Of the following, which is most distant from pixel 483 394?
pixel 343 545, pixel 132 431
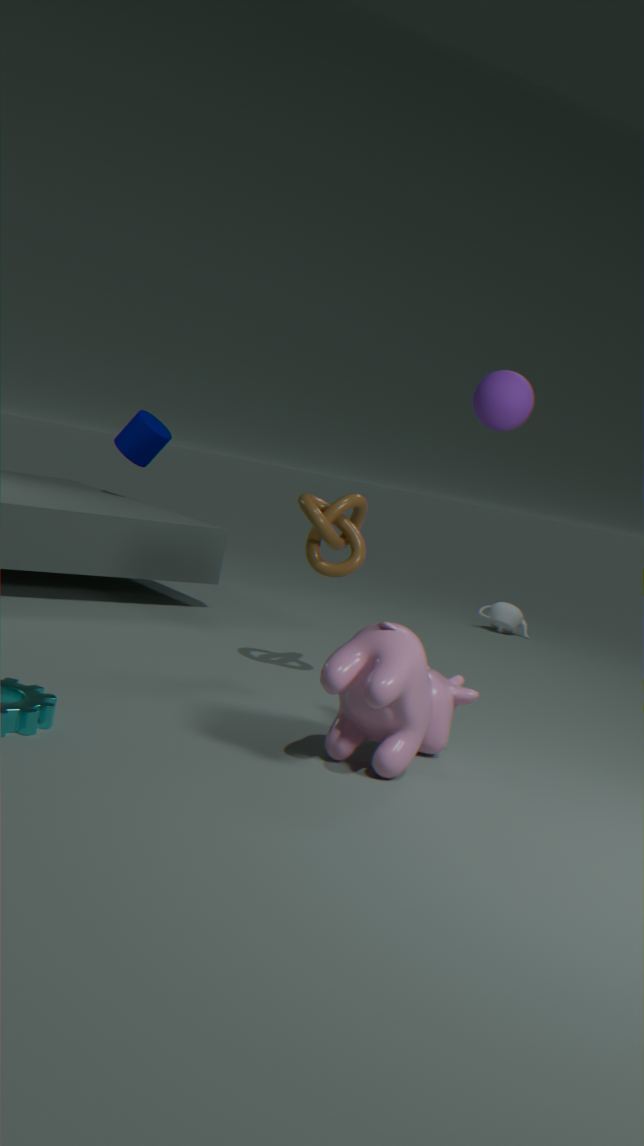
pixel 132 431
